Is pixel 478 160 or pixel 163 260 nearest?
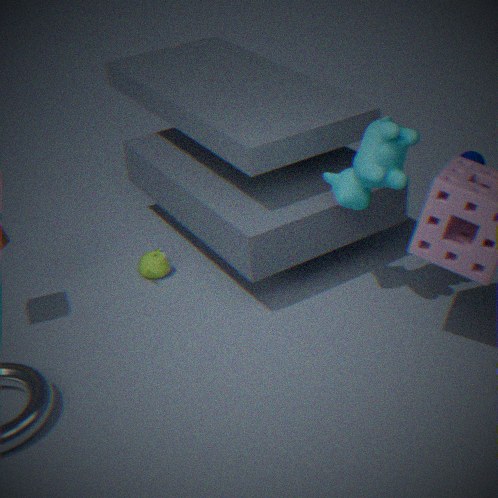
pixel 163 260
